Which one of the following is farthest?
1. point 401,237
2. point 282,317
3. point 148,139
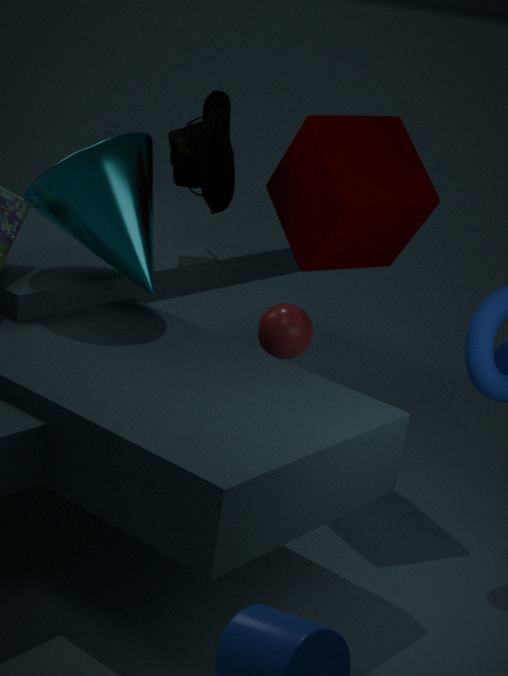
point 401,237
